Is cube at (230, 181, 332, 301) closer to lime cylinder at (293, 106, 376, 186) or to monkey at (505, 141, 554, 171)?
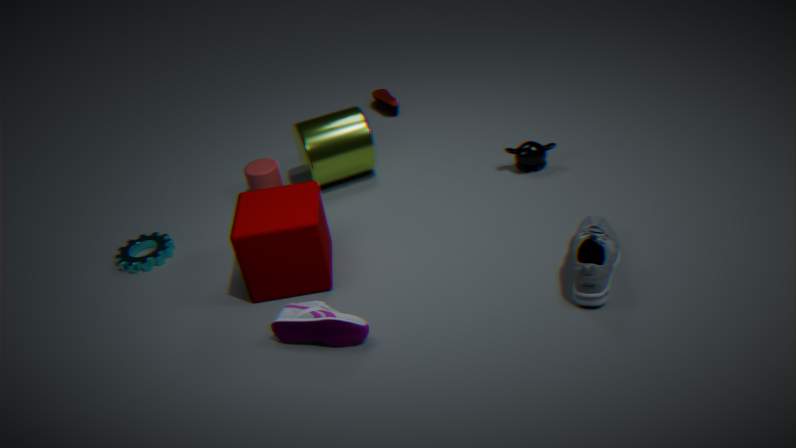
lime cylinder at (293, 106, 376, 186)
